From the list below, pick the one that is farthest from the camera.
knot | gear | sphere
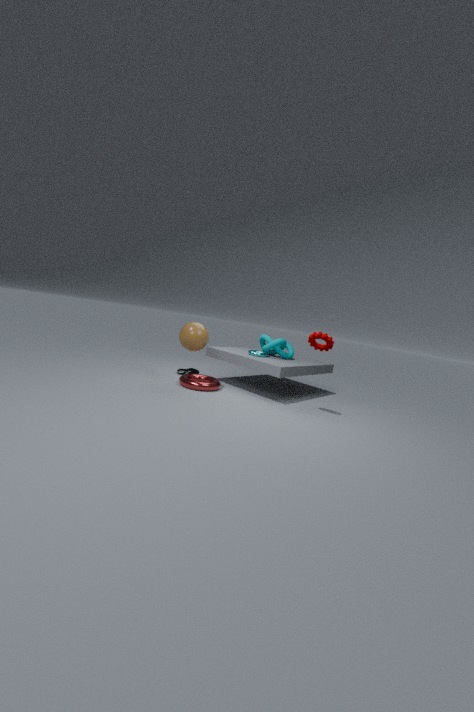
knot
